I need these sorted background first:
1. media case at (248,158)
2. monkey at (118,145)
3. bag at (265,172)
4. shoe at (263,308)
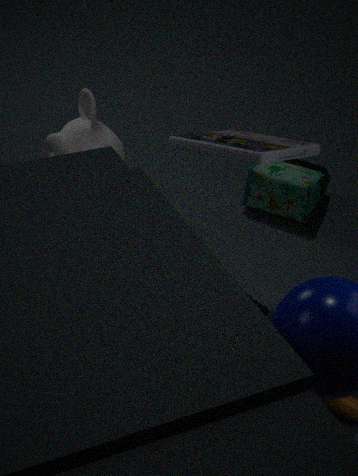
bag at (265,172)
shoe at (263,308)
monkey at (118,145)
media case at (248,158)
